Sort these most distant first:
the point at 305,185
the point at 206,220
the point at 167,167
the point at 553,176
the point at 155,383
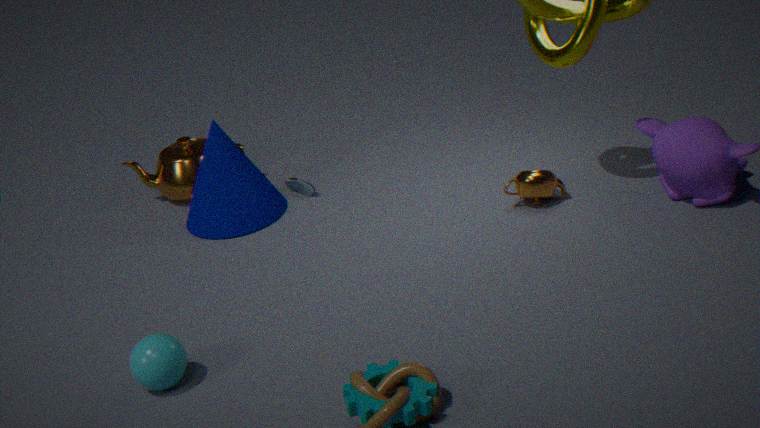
the point at 167,167 → the point at 305,185 → the point at 206,220 → the point at 553,176 → the point at 155,383
